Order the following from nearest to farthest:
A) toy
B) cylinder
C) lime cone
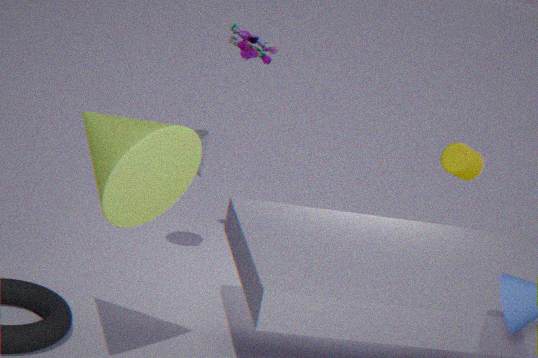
lime cone → toy → cylinder
